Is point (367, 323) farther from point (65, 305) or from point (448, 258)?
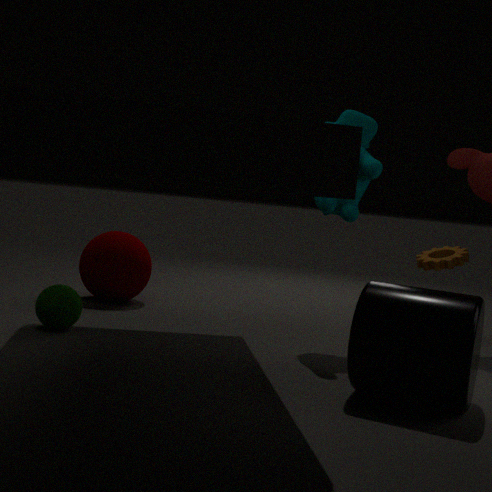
point (448, 258)
